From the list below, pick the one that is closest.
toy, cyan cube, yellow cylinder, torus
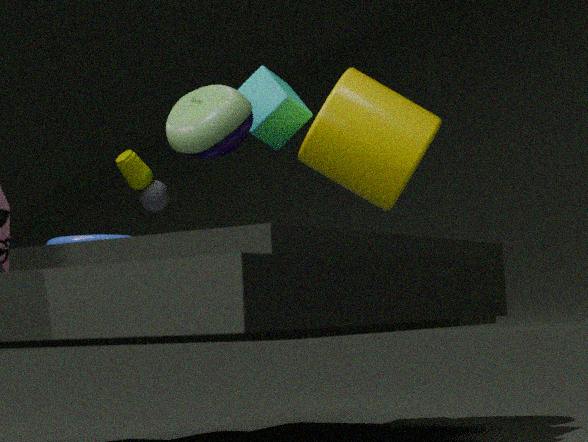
torus
